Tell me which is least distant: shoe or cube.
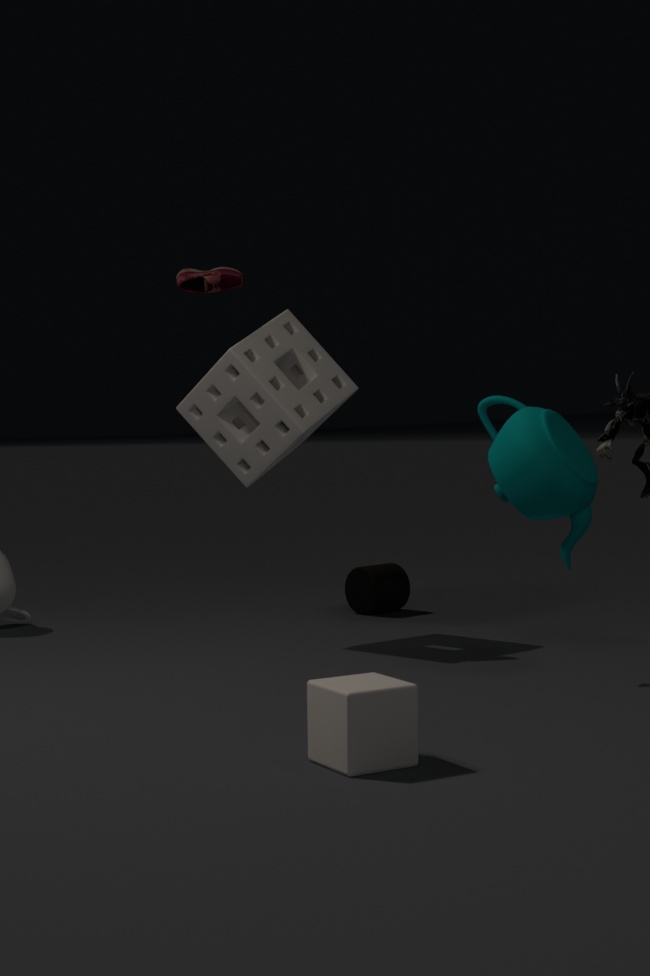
cube
